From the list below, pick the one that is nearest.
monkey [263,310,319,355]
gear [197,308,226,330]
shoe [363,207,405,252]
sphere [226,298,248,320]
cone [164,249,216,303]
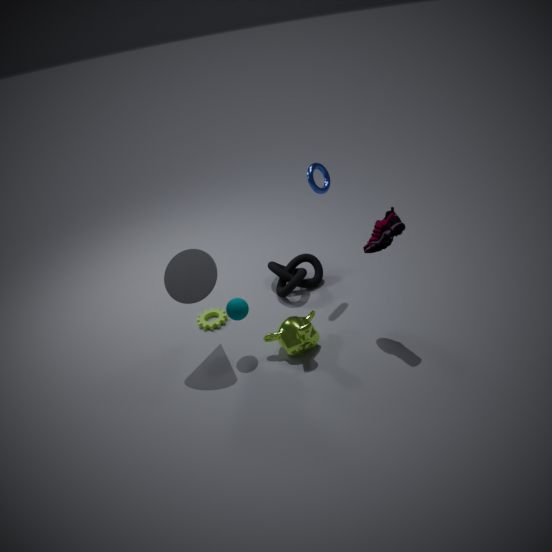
shoe [363,207,405,252]
